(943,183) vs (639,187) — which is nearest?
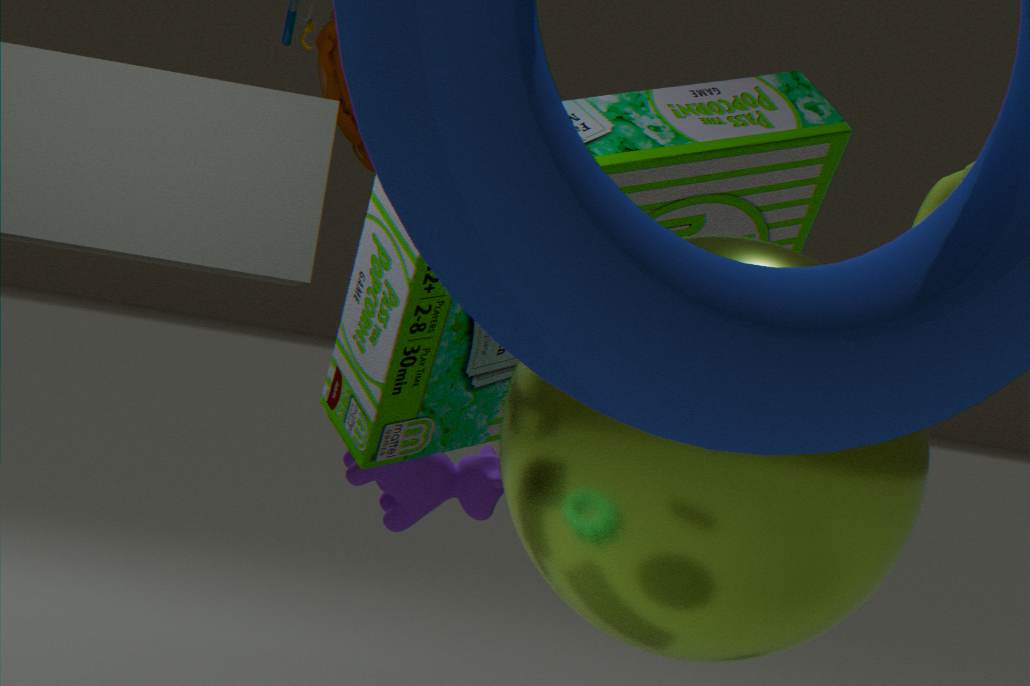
(639,187)
